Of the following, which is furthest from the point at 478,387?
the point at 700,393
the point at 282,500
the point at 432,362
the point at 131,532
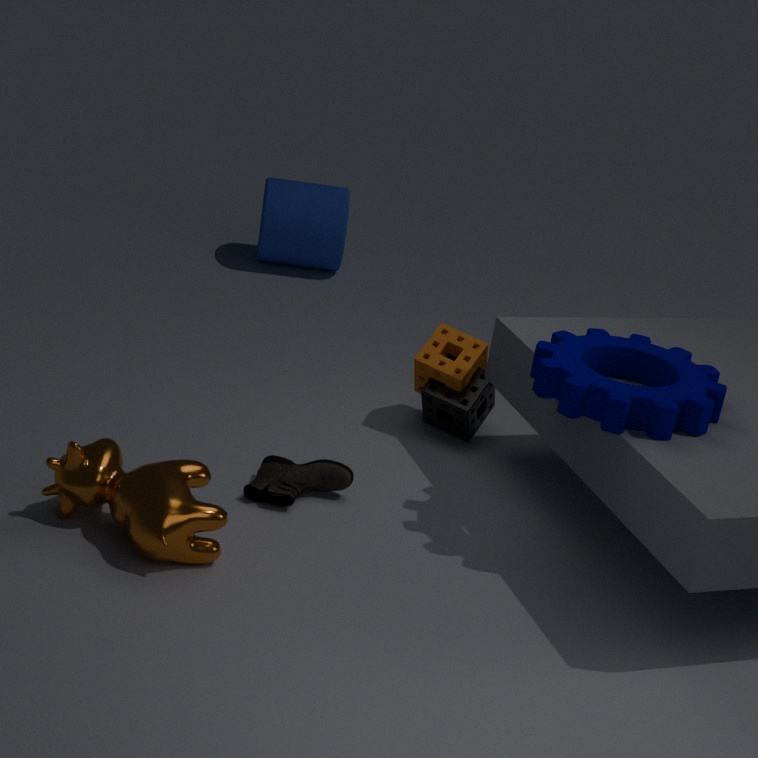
the point at 131,532
